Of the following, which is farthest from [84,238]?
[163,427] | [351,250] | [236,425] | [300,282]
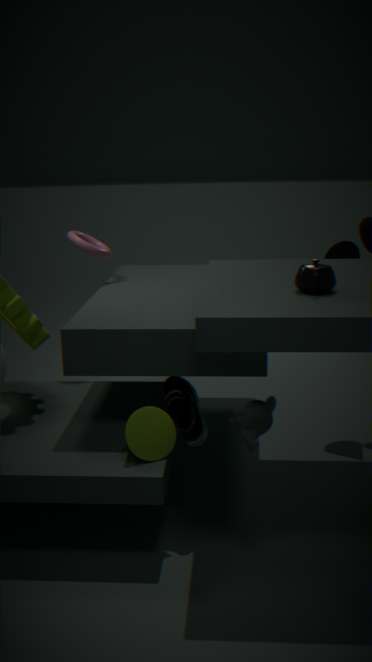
[236,425]
